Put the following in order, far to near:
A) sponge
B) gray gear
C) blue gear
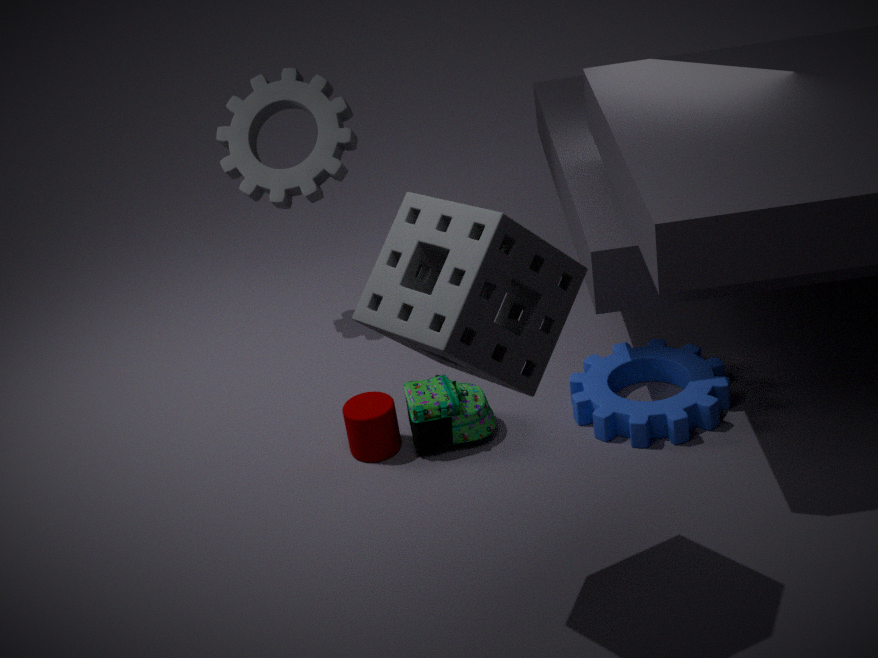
gray gear < blue gear < sponge
